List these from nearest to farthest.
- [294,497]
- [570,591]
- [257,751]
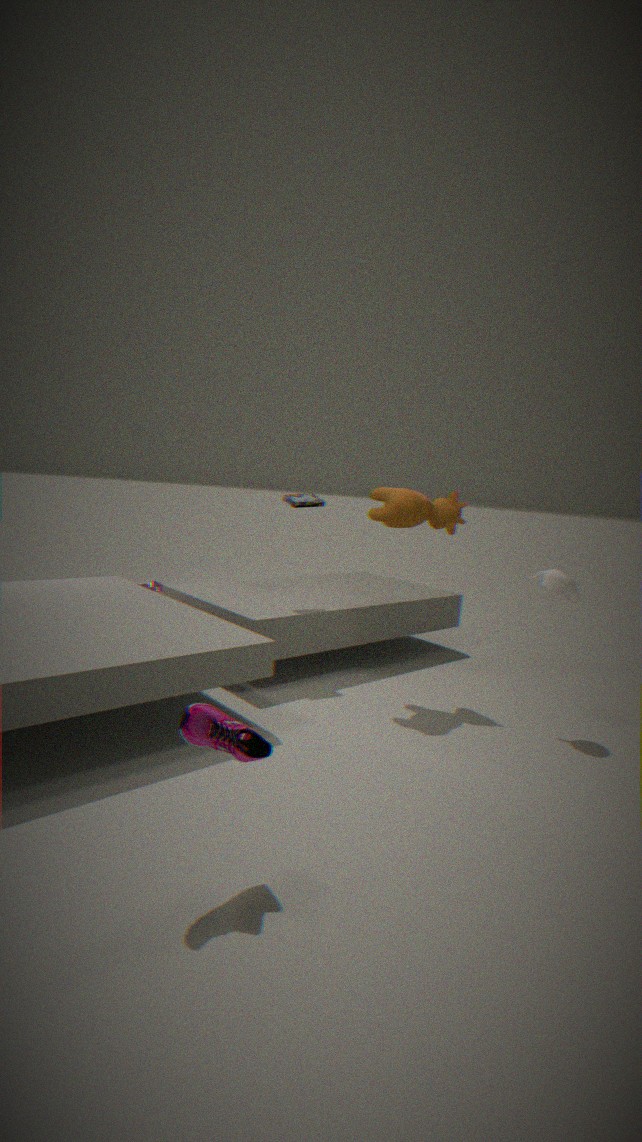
[257,751]
[570,591]
[294,497]
